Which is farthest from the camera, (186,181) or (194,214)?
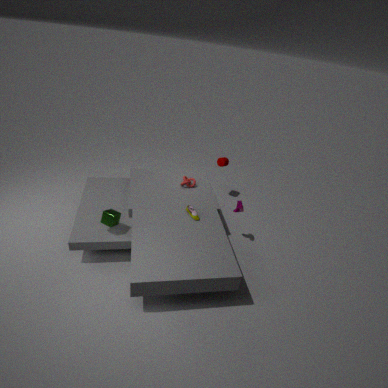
(186,181)
